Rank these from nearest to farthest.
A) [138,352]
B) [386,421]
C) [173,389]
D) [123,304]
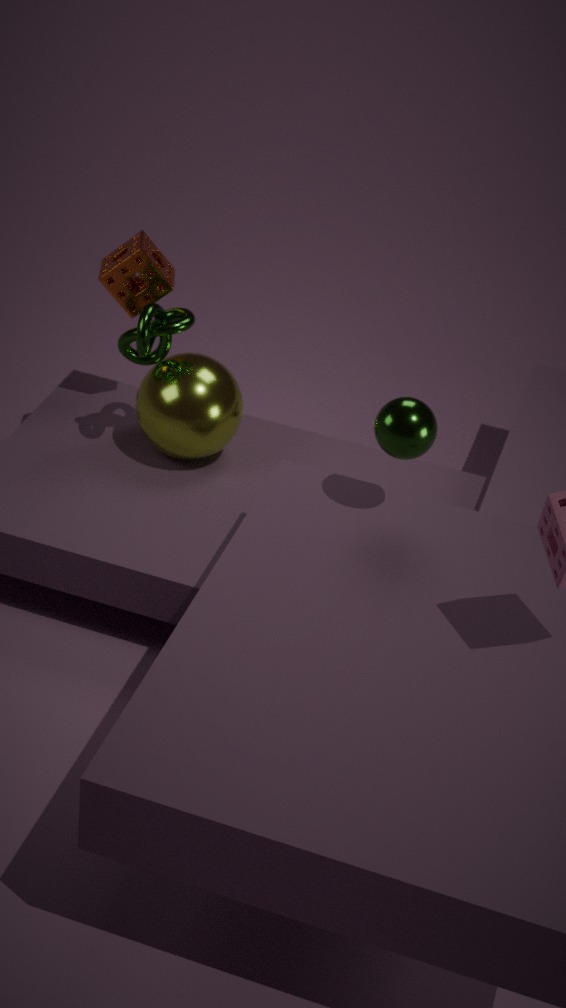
[386,421]
[138,352]
[173,389]
[123,304]
